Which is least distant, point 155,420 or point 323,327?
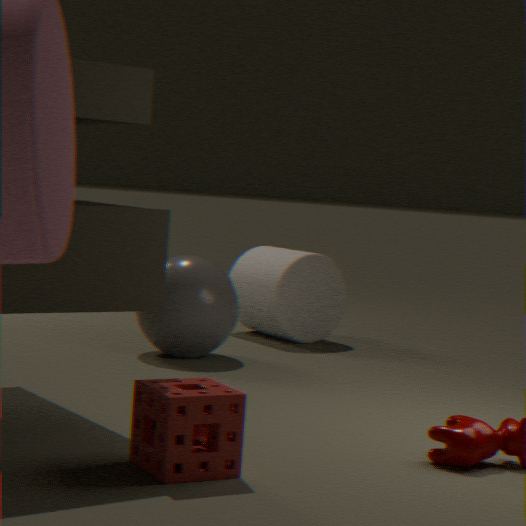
point 155,420
